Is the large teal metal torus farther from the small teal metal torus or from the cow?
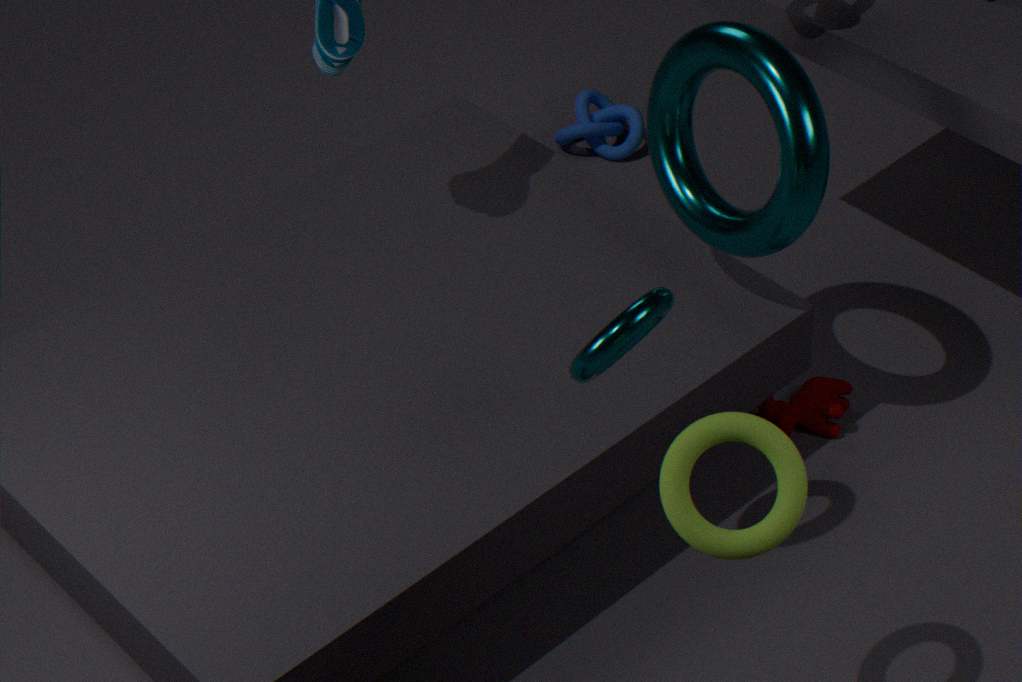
the cow
